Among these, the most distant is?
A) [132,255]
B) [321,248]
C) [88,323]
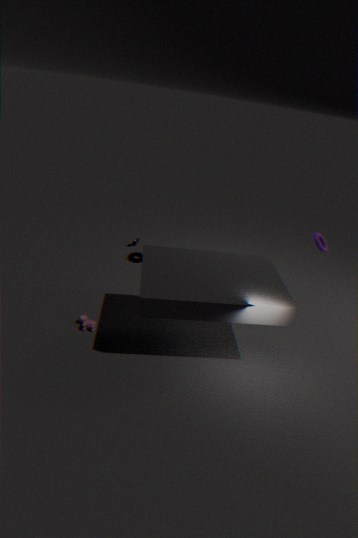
[132,255]
